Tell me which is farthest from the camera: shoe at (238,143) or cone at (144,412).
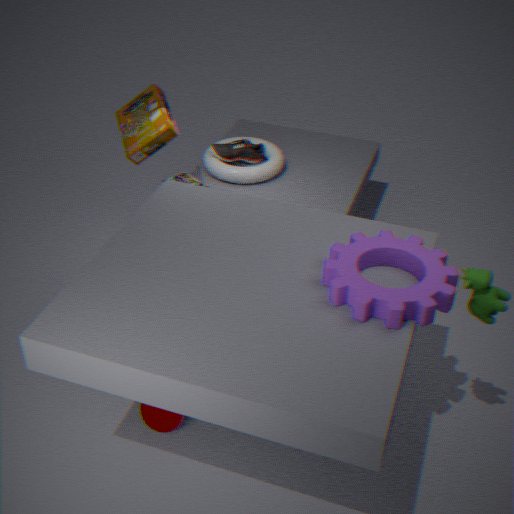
shoe at (238,143)
